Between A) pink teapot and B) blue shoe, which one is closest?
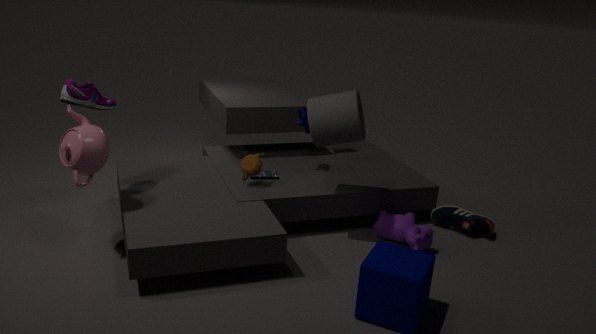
A. pink teapot
